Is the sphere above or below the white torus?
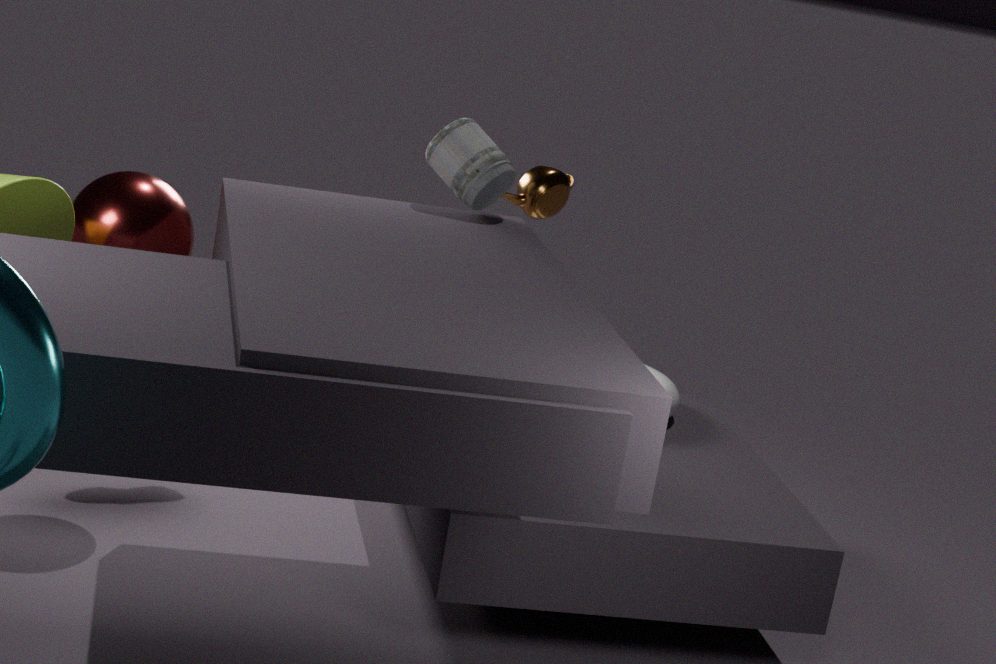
above
